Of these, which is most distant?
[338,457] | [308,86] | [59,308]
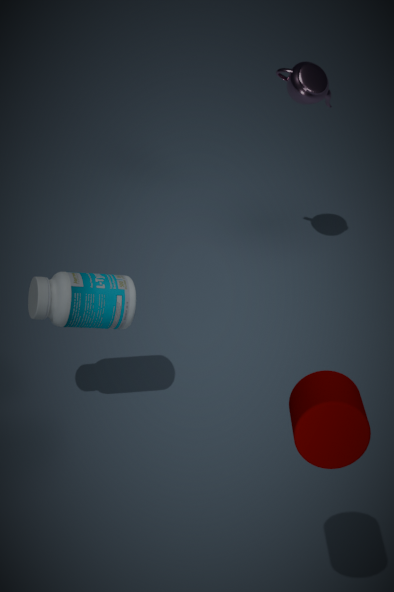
[308,86]
